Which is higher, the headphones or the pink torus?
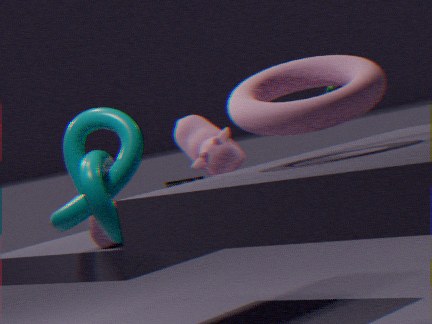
the pink torus
